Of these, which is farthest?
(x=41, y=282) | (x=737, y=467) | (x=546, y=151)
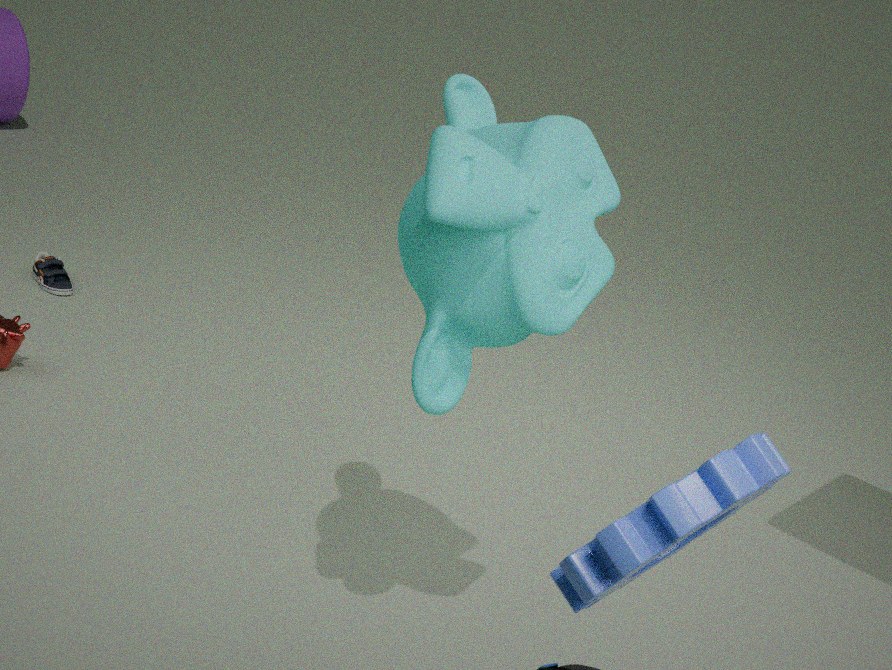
(x=41, y=282)
